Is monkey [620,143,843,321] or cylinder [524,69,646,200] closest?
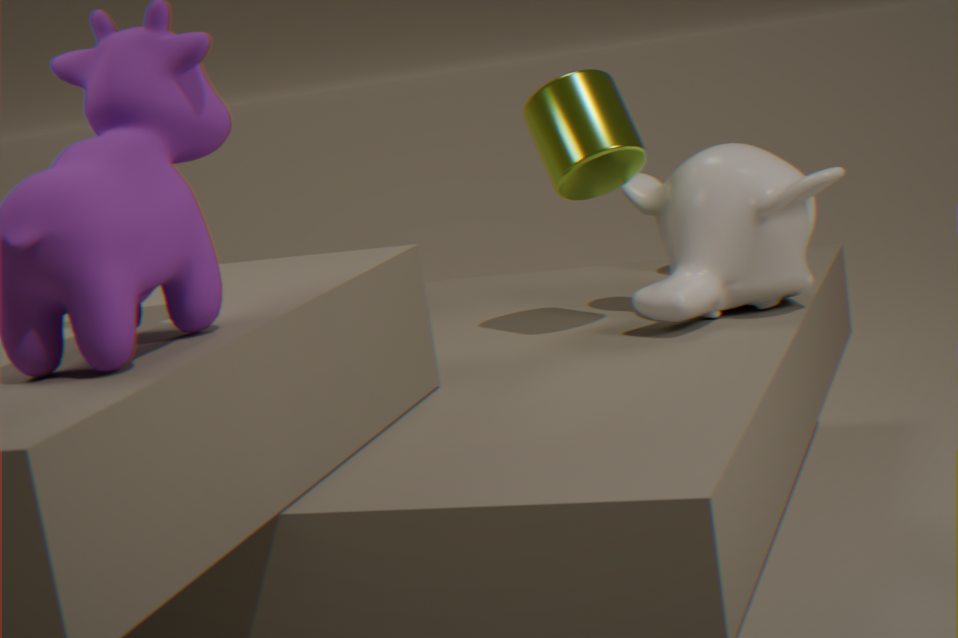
monkey [620,143,843,321]
